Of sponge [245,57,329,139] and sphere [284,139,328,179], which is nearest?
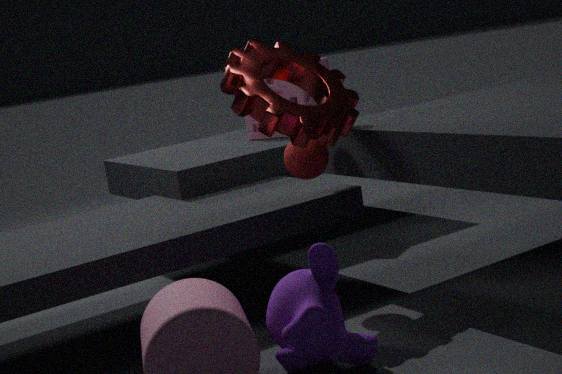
sphere [284,139,328,179]
